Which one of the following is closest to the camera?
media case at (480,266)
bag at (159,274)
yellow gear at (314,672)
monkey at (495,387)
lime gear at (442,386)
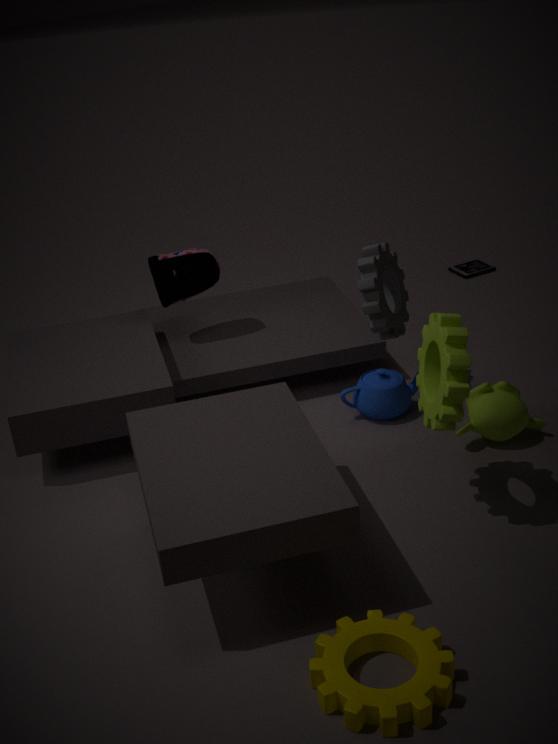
yellow gear at (314,672)
